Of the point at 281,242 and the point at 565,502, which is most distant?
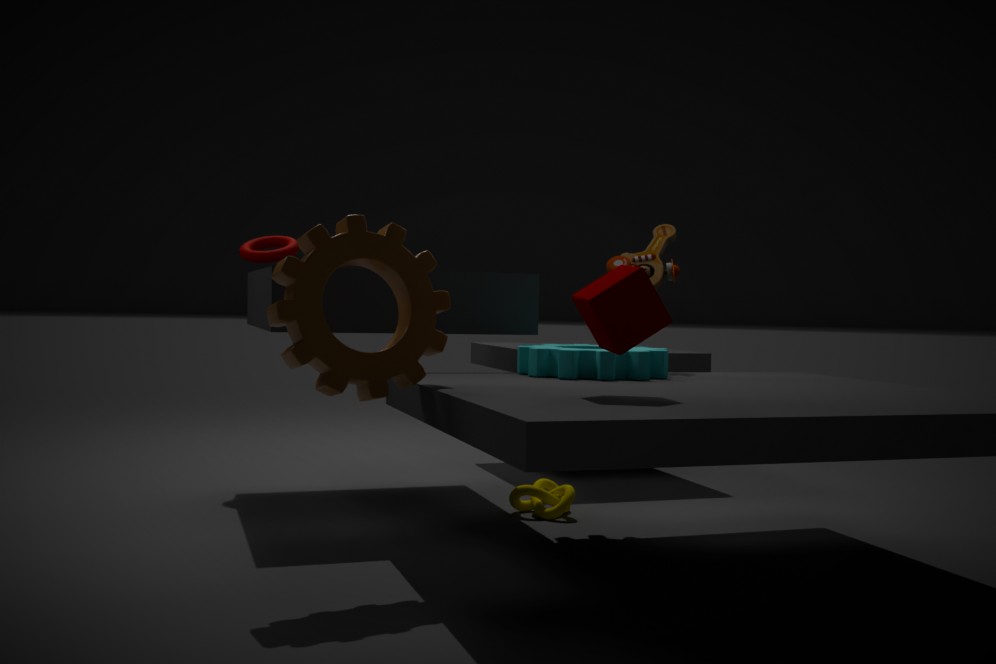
the point at 281,242
